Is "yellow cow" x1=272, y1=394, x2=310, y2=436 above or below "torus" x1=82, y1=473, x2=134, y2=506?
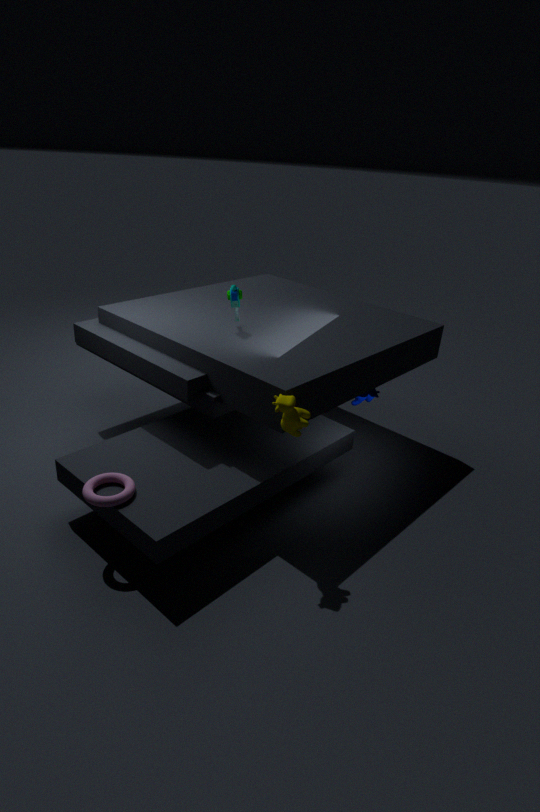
above
